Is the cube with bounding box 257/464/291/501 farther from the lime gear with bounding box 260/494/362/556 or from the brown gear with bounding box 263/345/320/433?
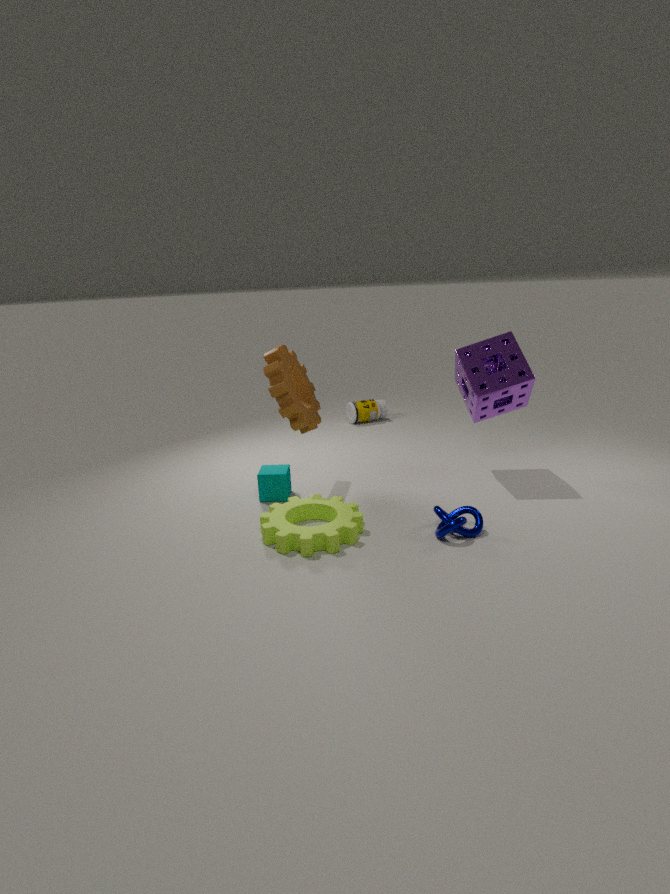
the brown gear with bounding box 263/345/320/433
